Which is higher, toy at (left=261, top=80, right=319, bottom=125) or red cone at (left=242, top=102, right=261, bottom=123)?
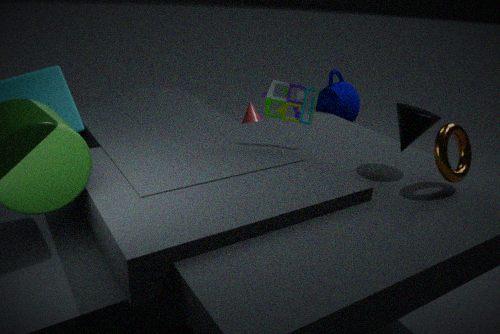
toy at (left=261, top=80, right=319, bottom=125)
